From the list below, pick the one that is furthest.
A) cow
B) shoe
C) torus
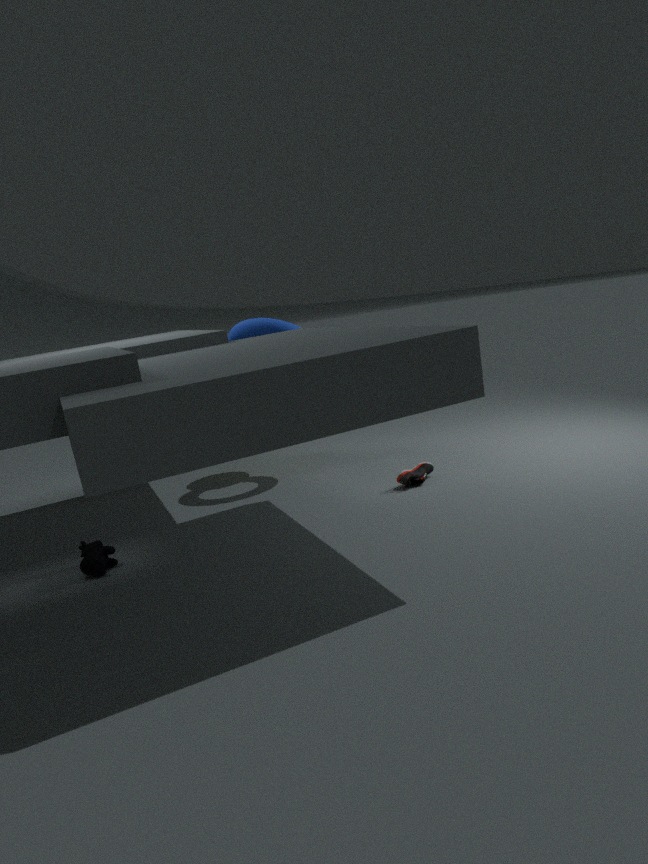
torus
